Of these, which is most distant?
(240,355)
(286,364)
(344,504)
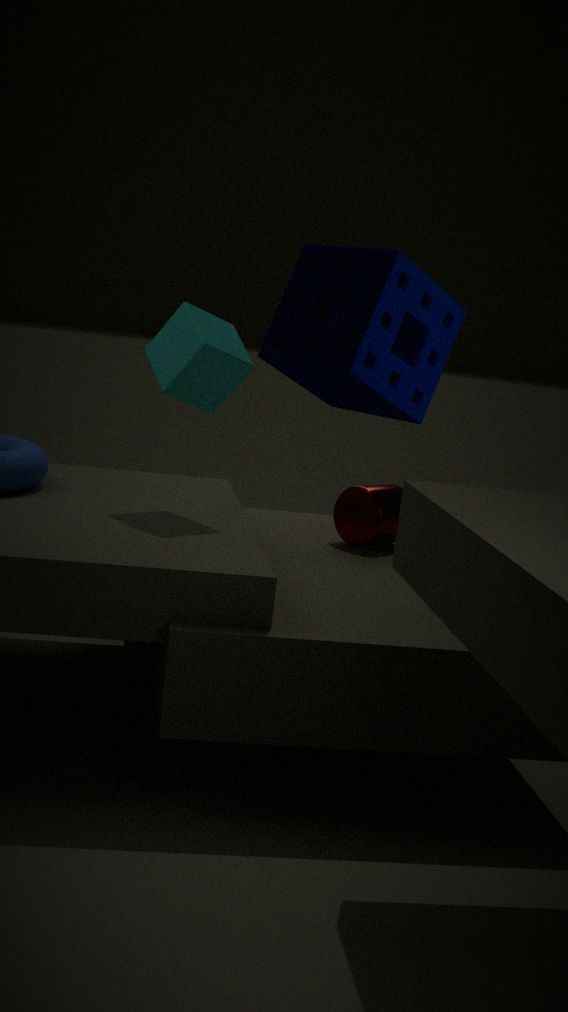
(344,504)
